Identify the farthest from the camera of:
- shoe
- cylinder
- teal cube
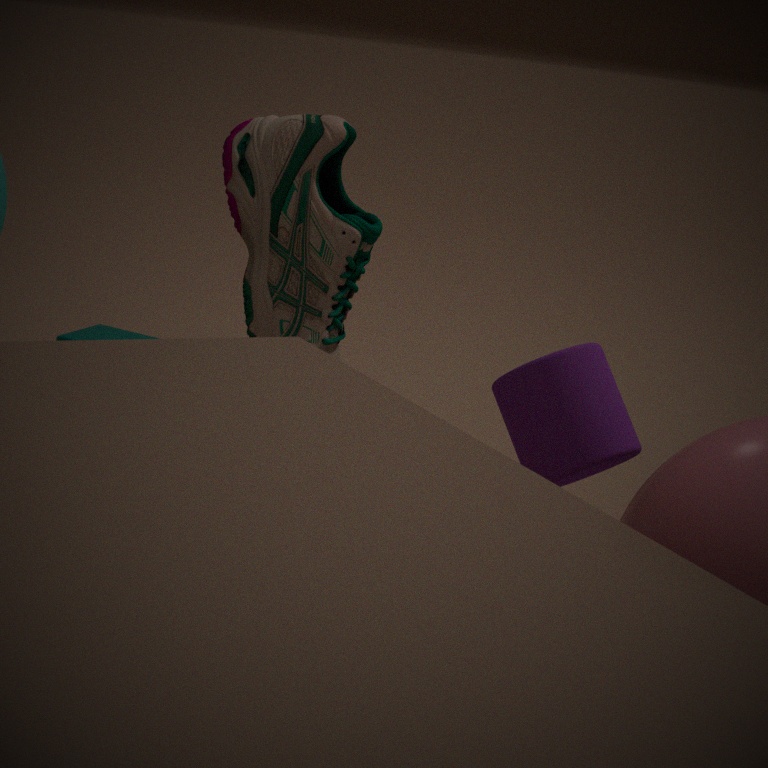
teal cube
